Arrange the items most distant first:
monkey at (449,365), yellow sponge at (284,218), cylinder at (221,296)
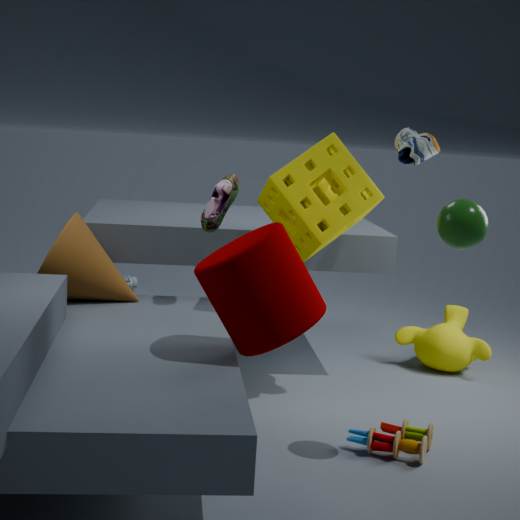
monkey at (449,365)
yellow sponge at (284,218)
cylinder at (221,296)
